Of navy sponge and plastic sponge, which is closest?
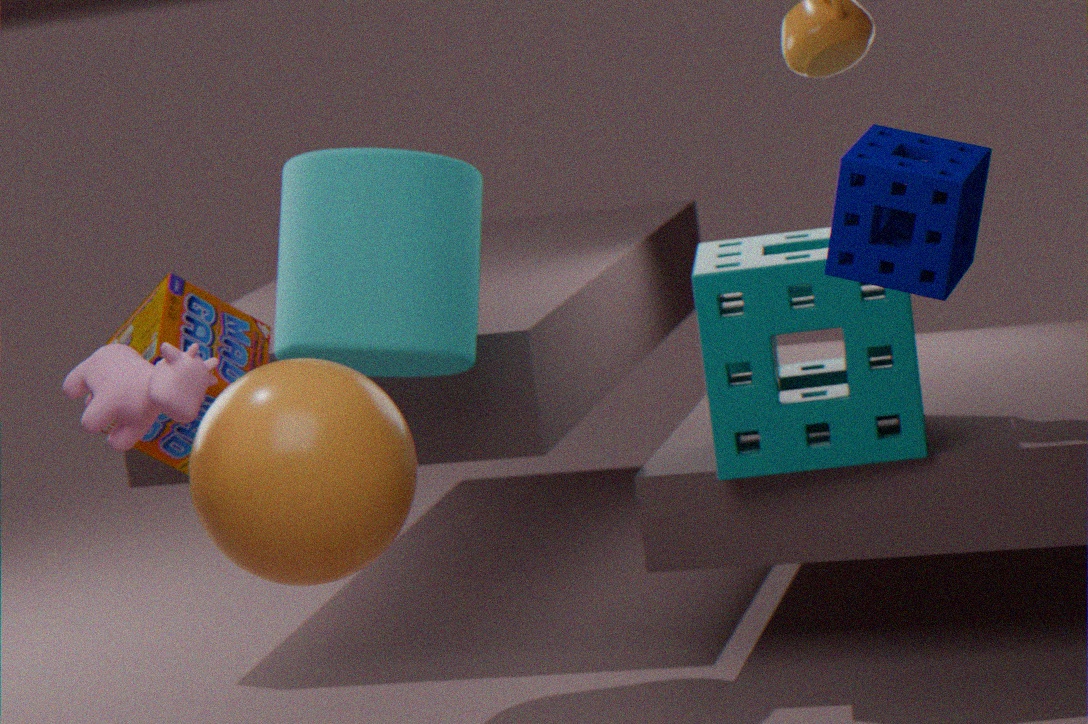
navy sponge
